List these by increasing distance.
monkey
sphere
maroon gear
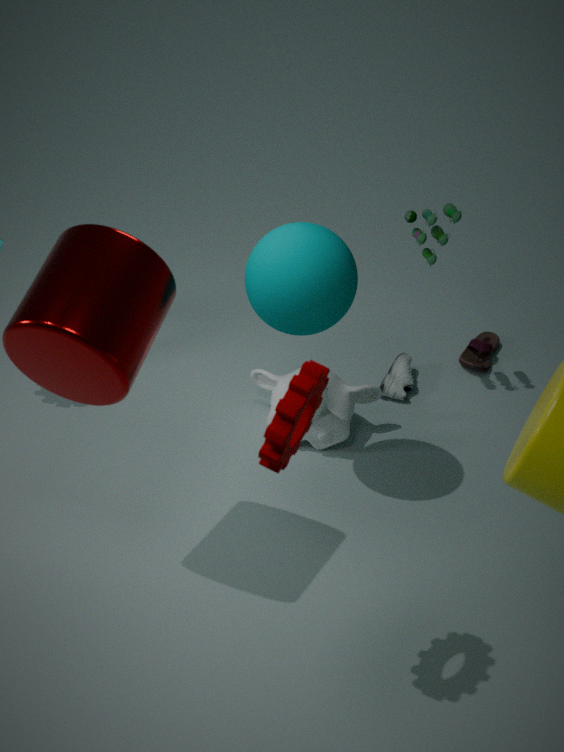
1. maroon gear
2. sphere
3. monkey
